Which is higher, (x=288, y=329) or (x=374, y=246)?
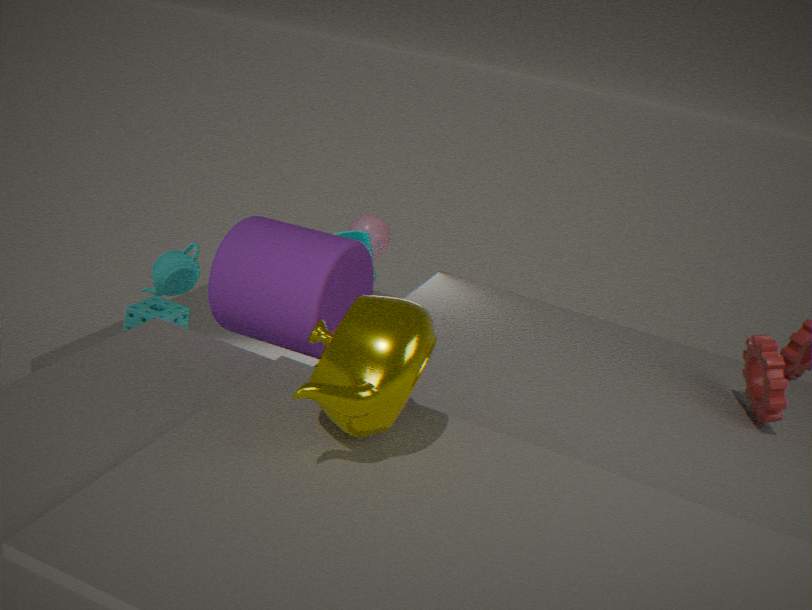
(x=288, y=329)
